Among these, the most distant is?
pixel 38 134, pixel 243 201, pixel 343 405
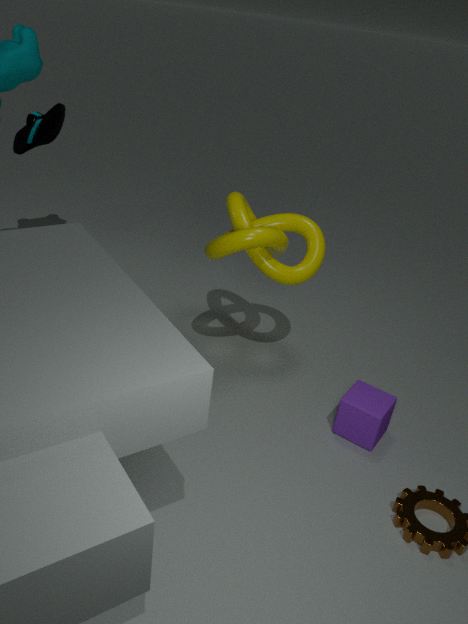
pixel 243 201
